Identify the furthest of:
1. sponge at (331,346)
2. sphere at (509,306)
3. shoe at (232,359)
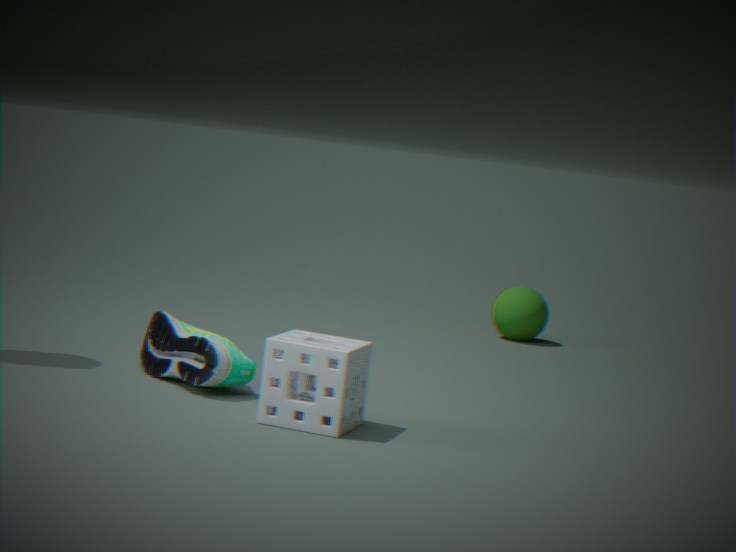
sphere at (509,306)
